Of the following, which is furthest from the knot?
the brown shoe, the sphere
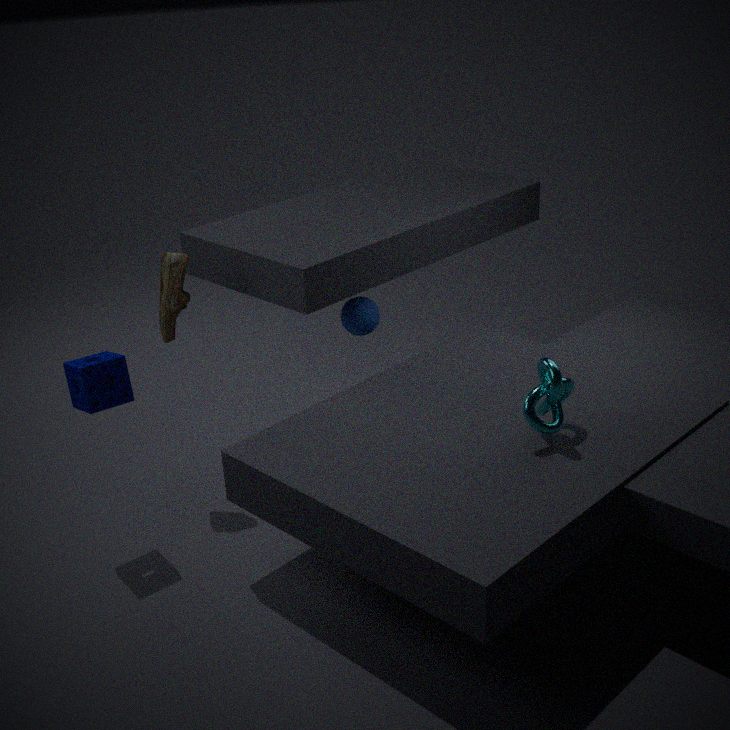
the brown shoe
